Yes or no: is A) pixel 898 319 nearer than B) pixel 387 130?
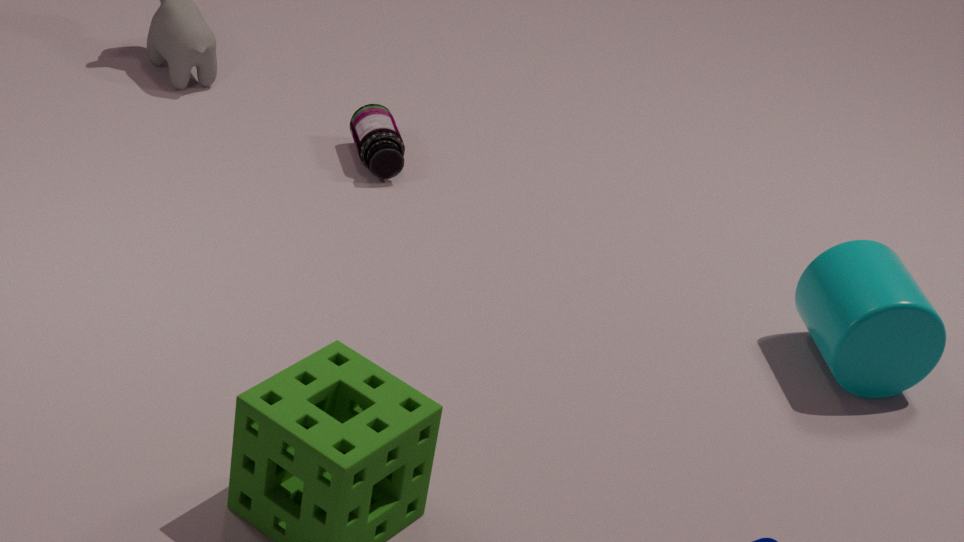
Yes
